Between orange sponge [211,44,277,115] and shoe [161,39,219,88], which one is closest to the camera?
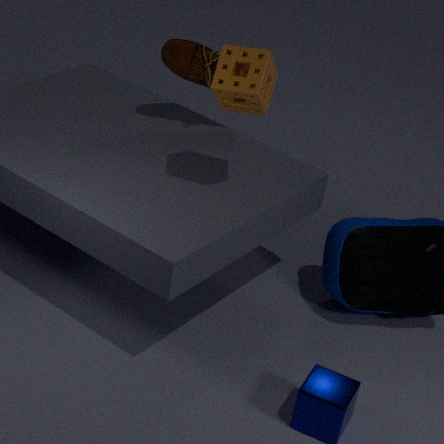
orange sponge [211,44,277,115]
